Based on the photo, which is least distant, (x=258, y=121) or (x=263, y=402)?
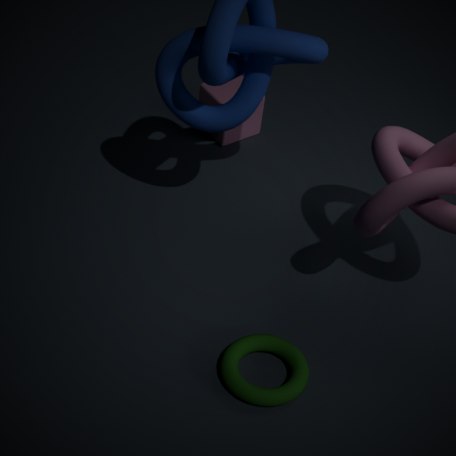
(x=263, y=402)
